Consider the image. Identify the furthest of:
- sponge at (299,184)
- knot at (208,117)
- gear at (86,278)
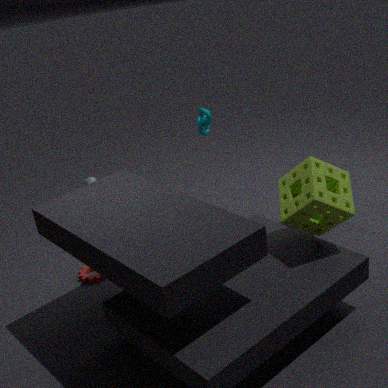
knot at (208,117)
